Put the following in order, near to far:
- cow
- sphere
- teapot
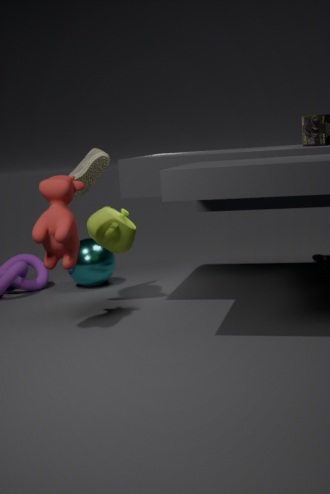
cow < teapot < sphere
